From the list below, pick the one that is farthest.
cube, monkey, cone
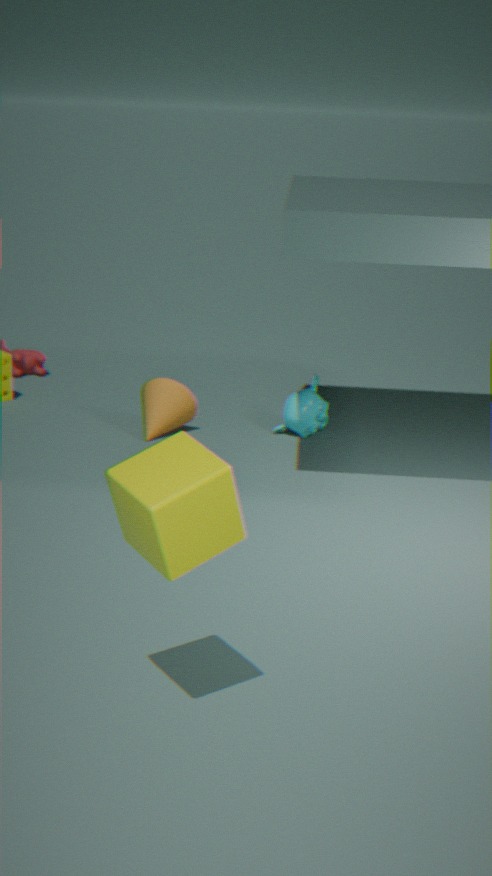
monkey
